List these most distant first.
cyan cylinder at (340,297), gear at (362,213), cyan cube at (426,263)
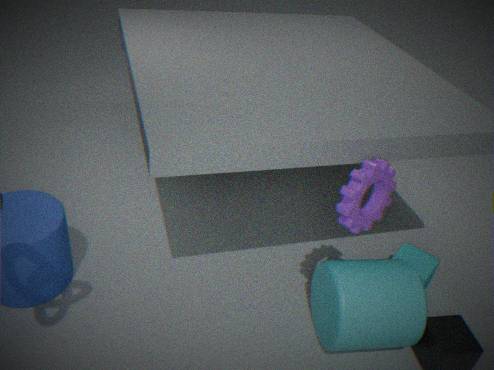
cyan cube at (426,263), cyan cylinder at (340,297), gear at (362,213)
